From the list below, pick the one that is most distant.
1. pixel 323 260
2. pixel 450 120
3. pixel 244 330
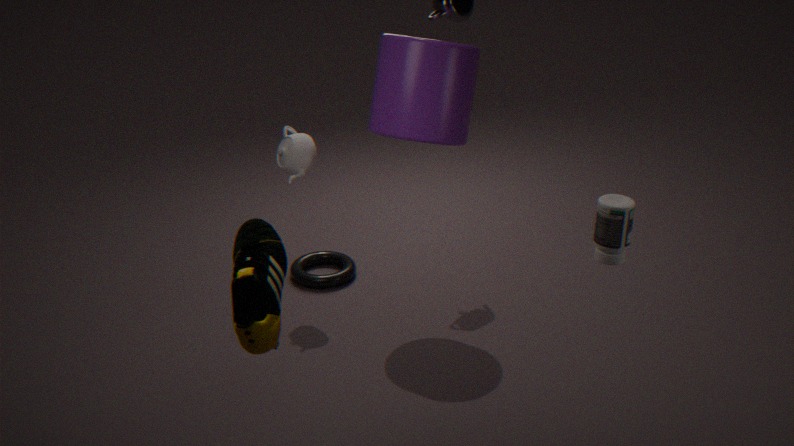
pixel 323 260
